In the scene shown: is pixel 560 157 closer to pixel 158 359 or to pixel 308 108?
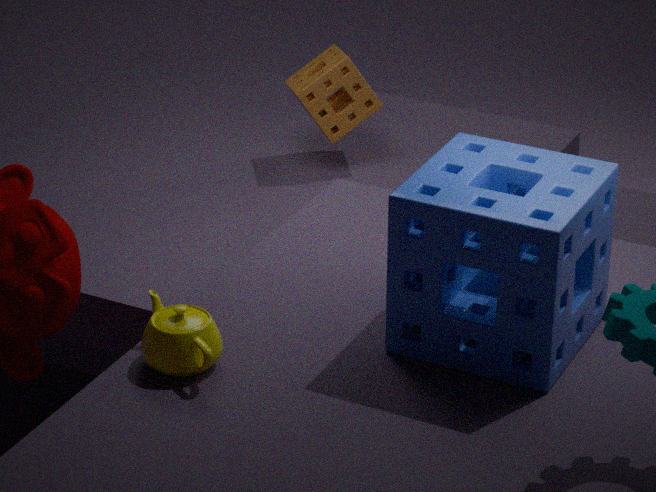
pixel 158 359
